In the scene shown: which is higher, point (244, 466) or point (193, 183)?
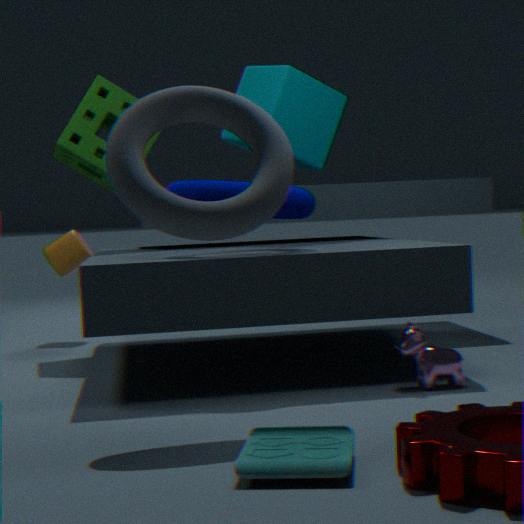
point (193, 183)
